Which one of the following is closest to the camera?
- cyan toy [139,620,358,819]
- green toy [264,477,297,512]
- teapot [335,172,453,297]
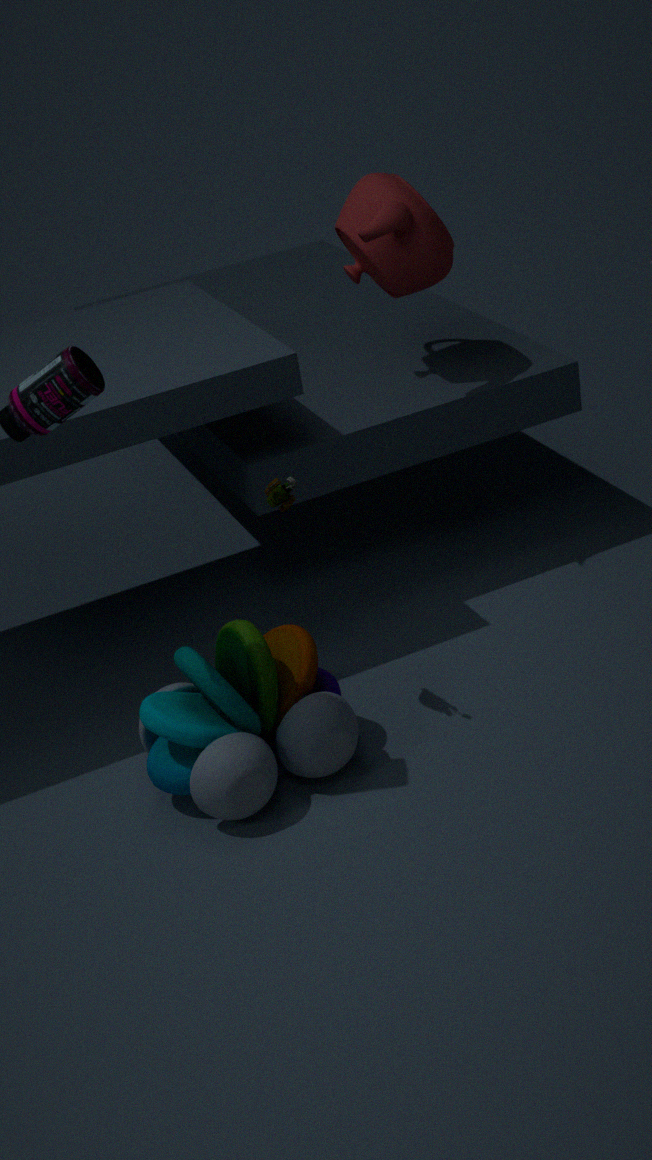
cyan toy [139,620,358,819]
